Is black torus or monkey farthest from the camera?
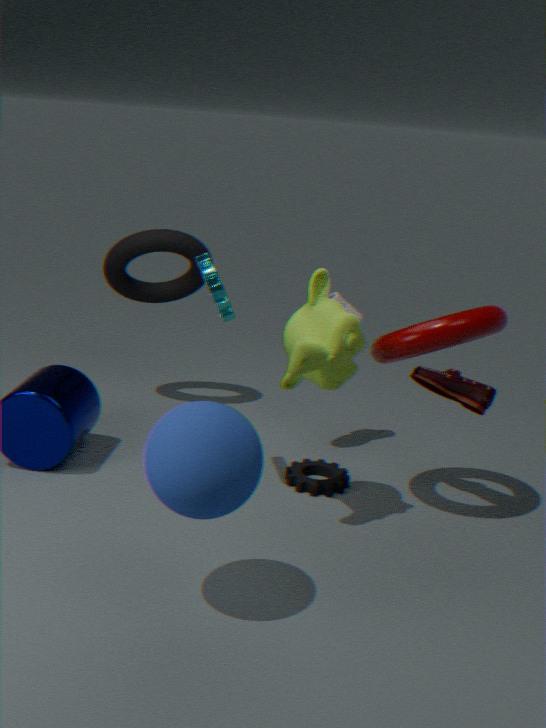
black torus
